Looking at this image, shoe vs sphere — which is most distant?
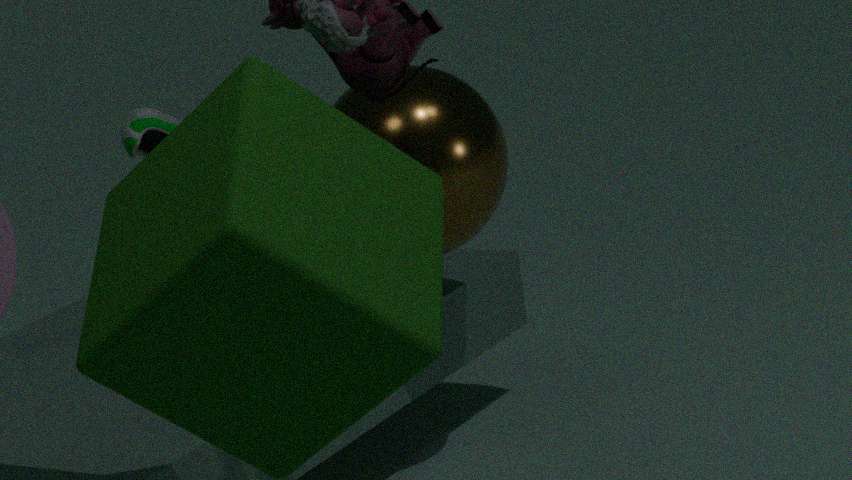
shoe
